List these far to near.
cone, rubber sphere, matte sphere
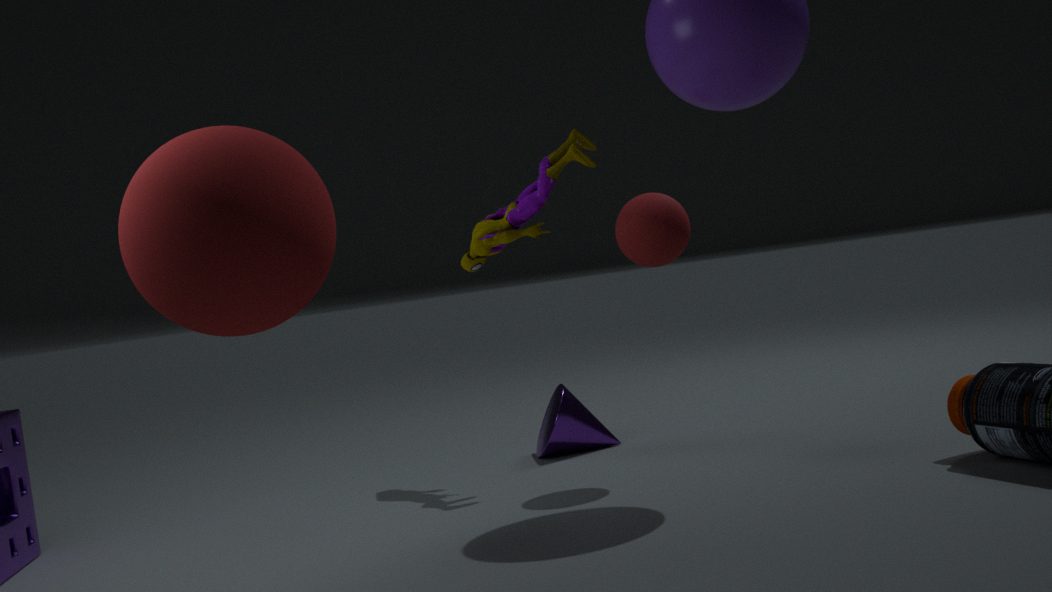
cone → rubber sphere → matte sphere
